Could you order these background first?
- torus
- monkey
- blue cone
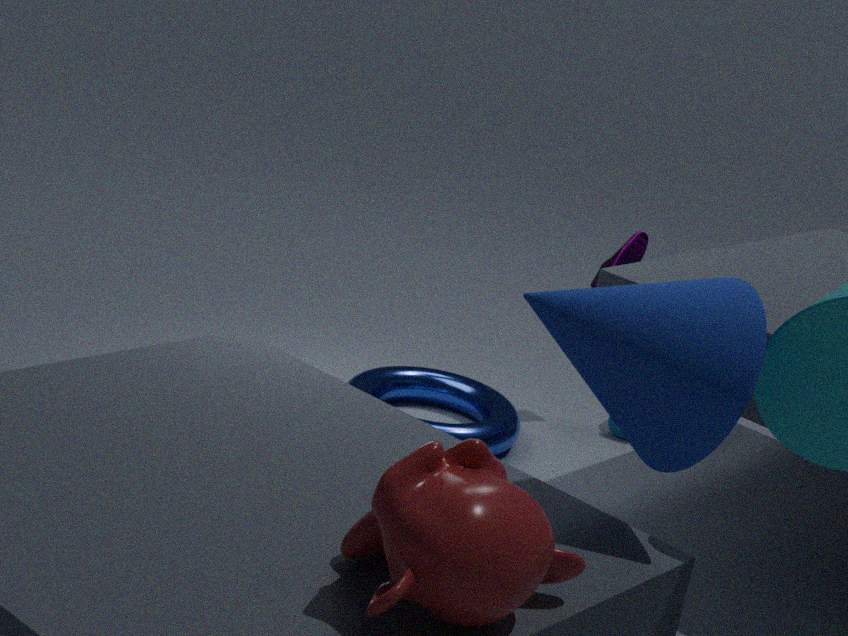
torus, blue cone, monkey
